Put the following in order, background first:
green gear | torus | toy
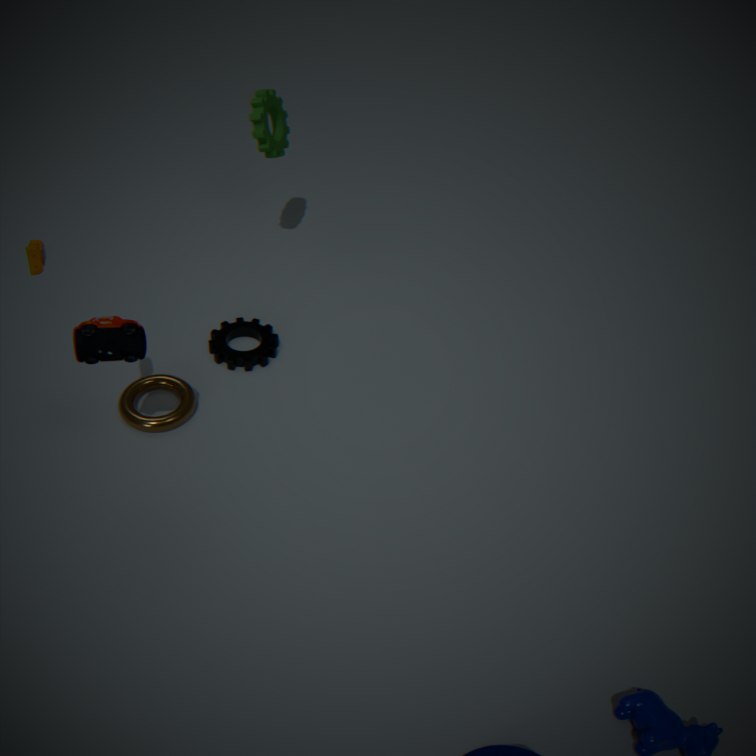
green gear → torus → toy
